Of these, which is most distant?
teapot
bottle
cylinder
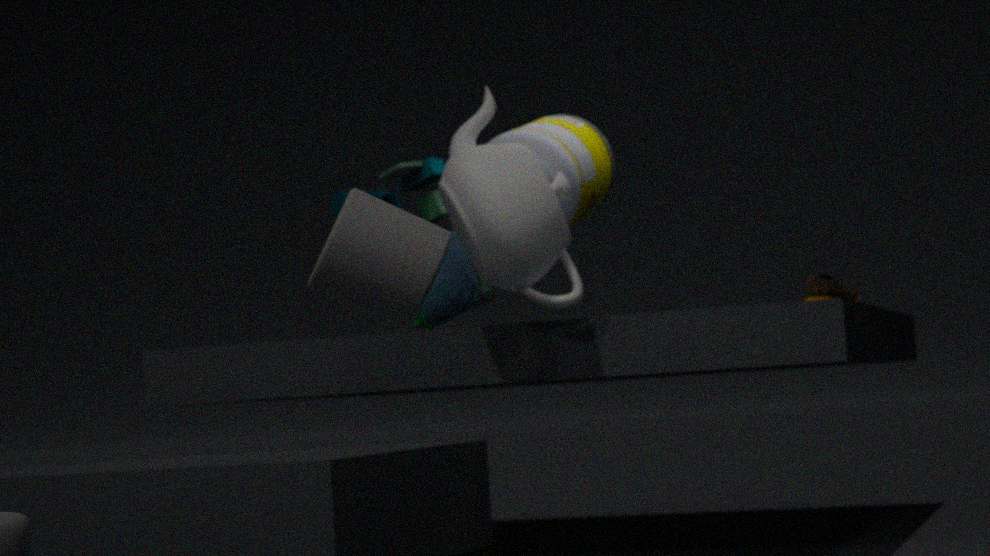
bottle
